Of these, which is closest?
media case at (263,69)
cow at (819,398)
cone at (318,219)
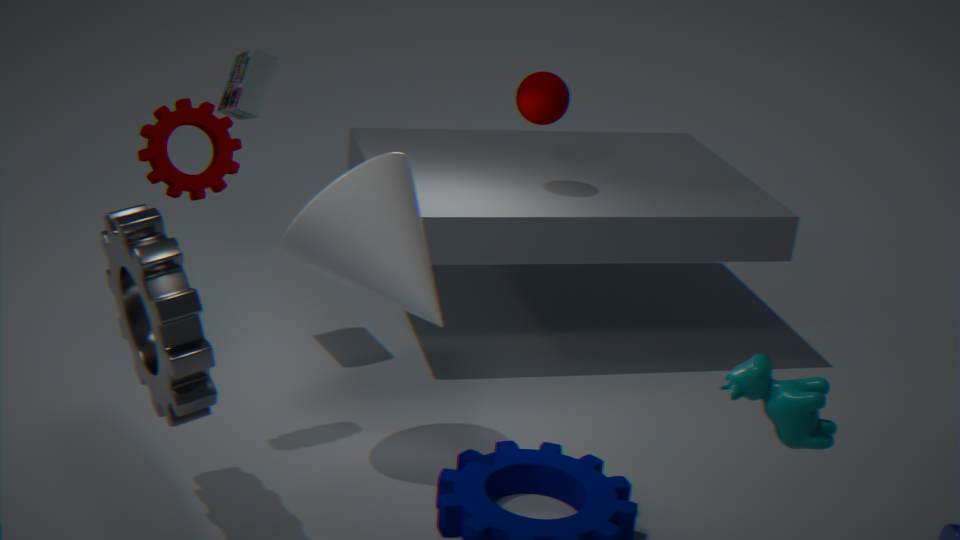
cow at (819,398)
